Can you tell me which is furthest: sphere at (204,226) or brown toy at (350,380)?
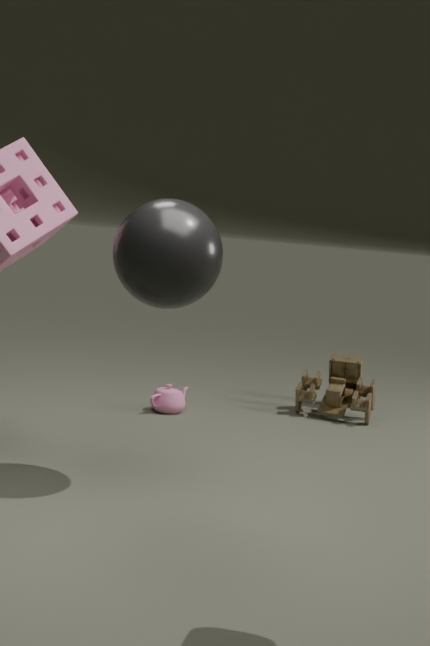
brown toy at (350,380)
